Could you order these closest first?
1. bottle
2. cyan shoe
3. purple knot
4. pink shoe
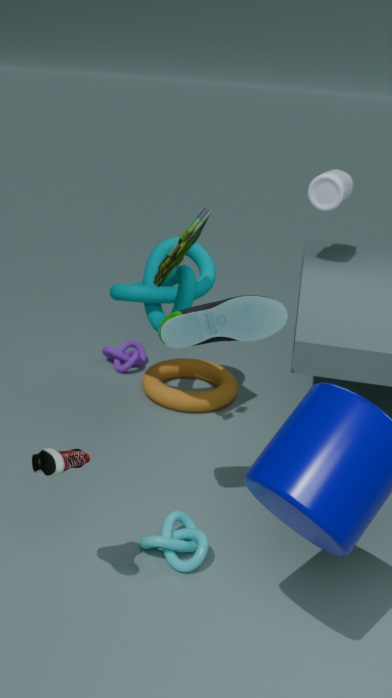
pink shoe < cyan shoe < bottle < purple knot
